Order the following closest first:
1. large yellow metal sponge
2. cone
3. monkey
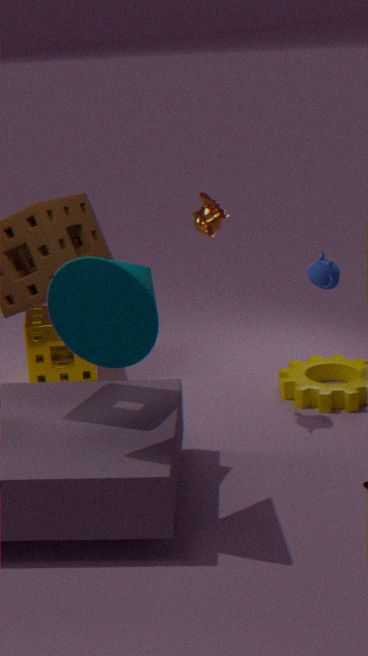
cone → monkey → large yellow metal sponge
